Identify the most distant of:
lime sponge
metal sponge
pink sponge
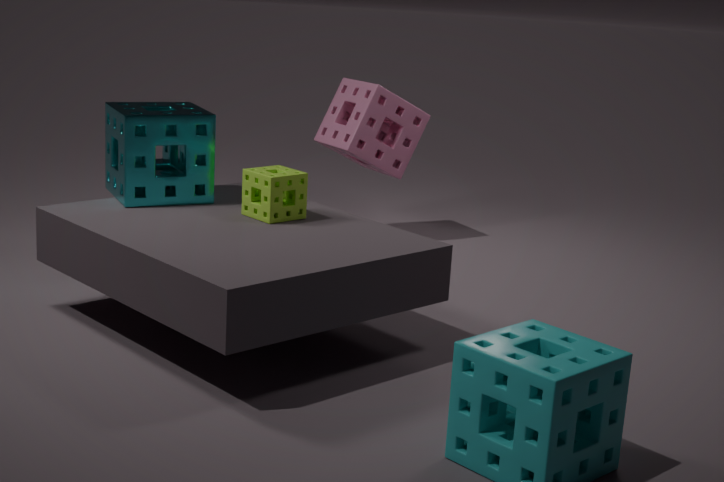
pink sponge
